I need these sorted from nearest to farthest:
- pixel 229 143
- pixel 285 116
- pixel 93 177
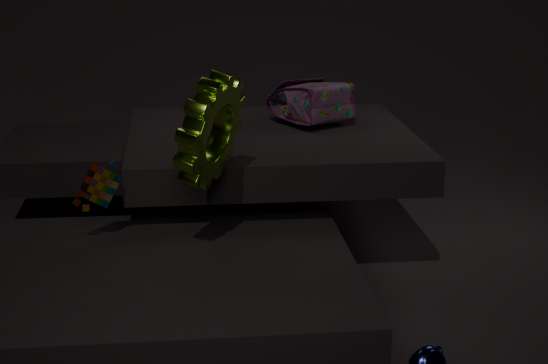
1. pixel 93 177
2. pixel 229 143
3. pixel 285 116
